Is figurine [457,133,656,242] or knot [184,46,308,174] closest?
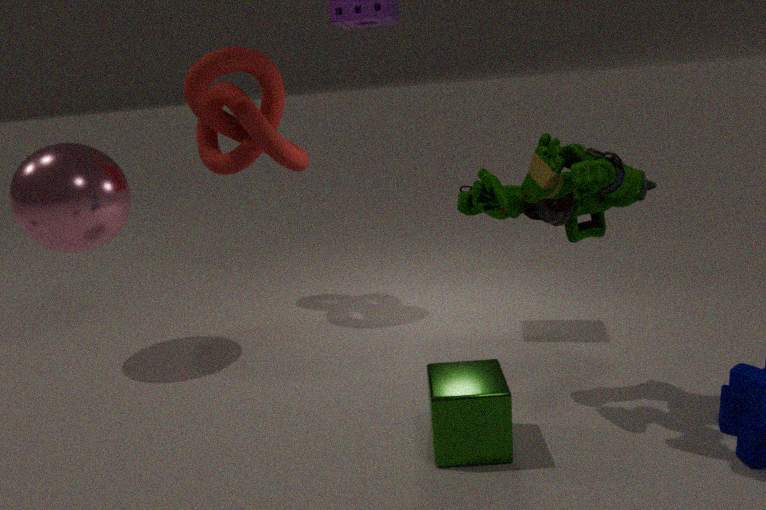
figurine [457,133,656,242]
